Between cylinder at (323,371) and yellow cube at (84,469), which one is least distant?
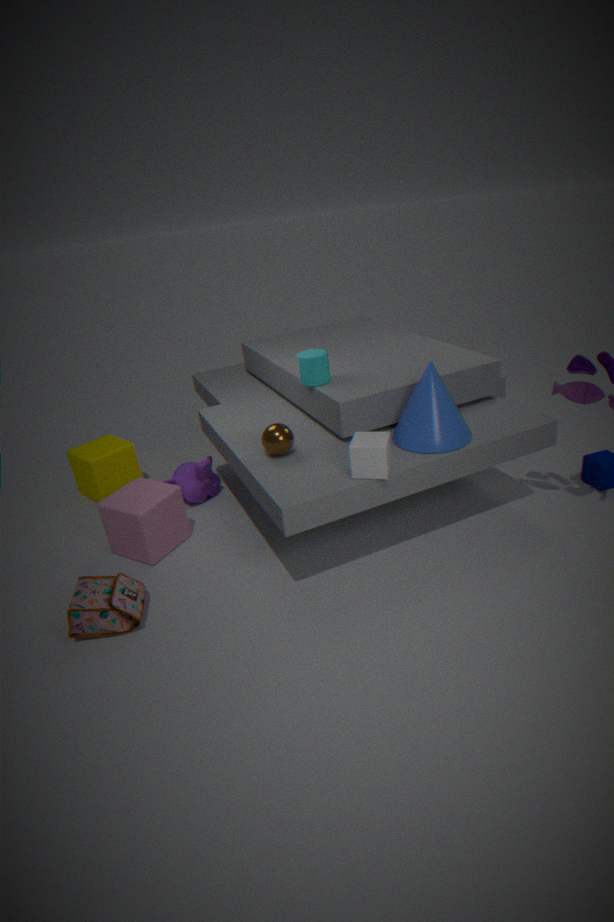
cylinder at (323,371)
